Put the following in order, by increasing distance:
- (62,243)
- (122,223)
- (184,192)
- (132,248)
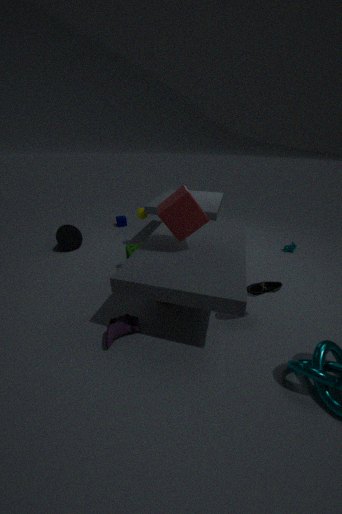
(184,192) < (132,248) < (62,243) < (122,223)
